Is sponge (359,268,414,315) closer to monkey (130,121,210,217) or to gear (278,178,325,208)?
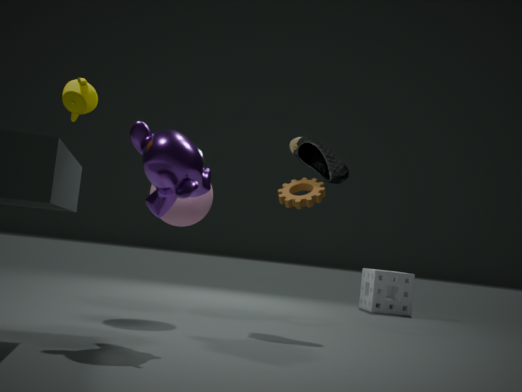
gear (278,178,325,208)
